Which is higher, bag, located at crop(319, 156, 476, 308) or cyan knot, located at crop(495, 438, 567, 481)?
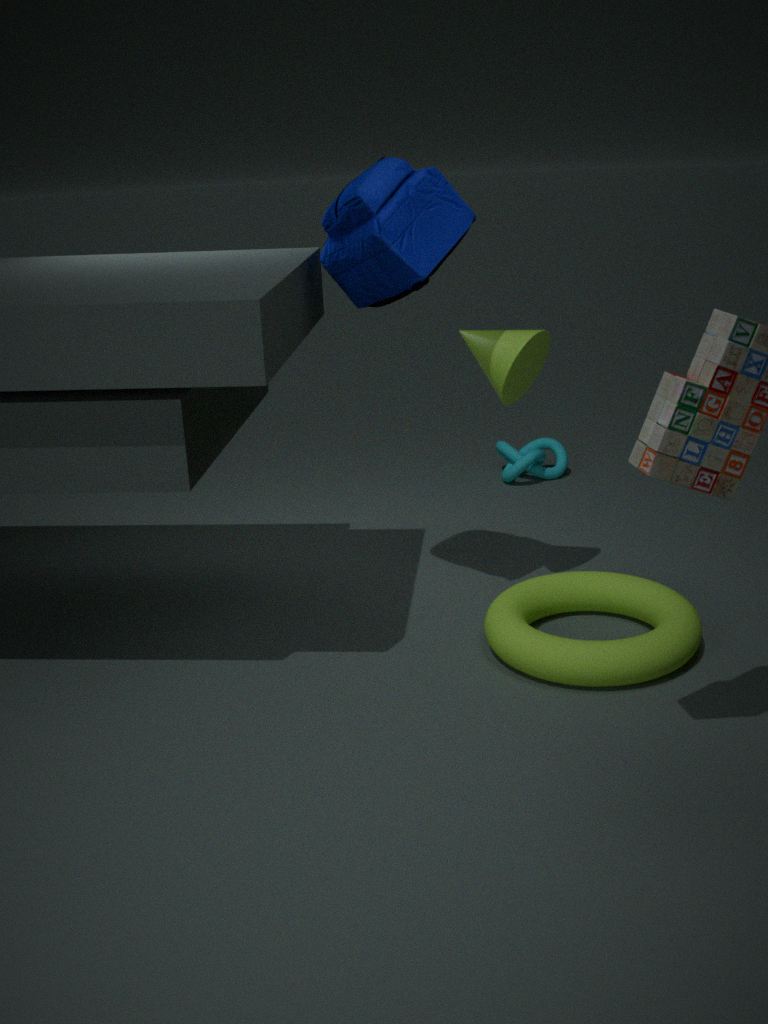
bag, located at crop(319, 156, 476, 308)
